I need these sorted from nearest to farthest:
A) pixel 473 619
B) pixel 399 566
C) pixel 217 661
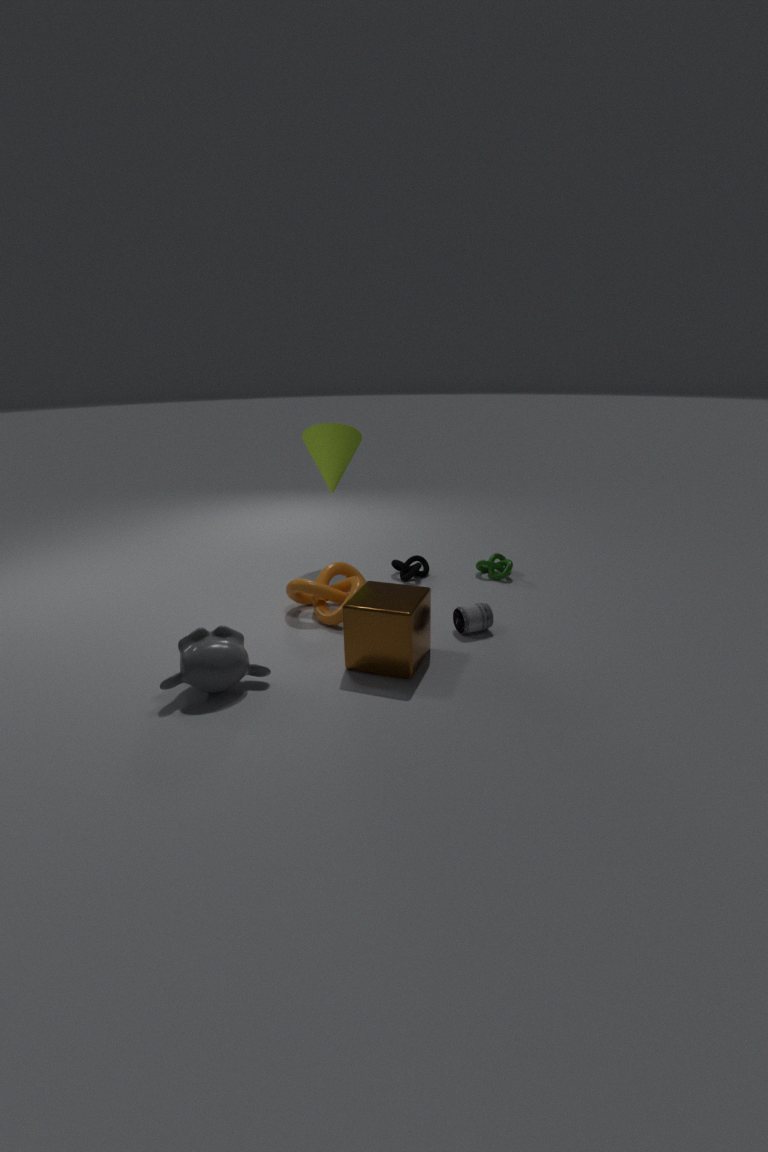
1. pixel 217 661
2. pixel 473 619
3. pixel 399 566
